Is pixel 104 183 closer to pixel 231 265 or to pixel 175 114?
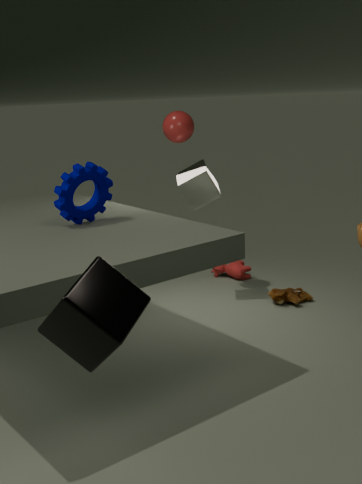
pixel 175 114
